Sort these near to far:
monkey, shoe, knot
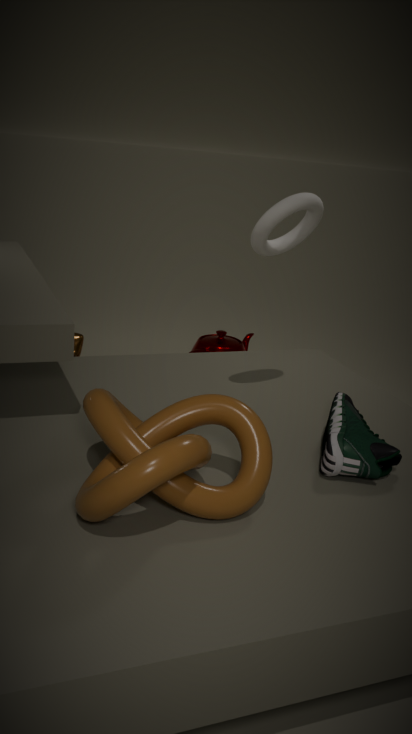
knot → shoe → monkey
